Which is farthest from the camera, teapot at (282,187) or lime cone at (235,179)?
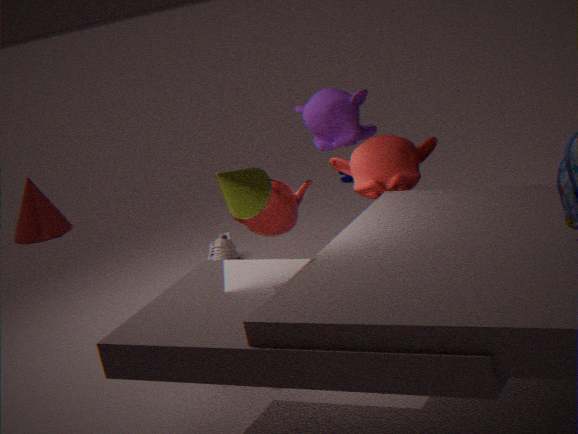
teapot at (282,187)
